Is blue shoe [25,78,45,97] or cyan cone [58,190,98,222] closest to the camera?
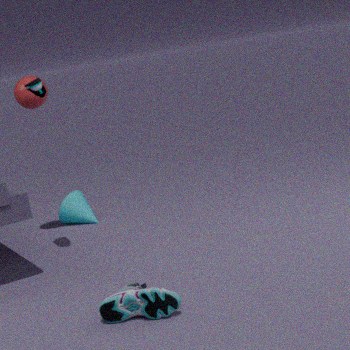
blue shoe [25,78,45,97]
